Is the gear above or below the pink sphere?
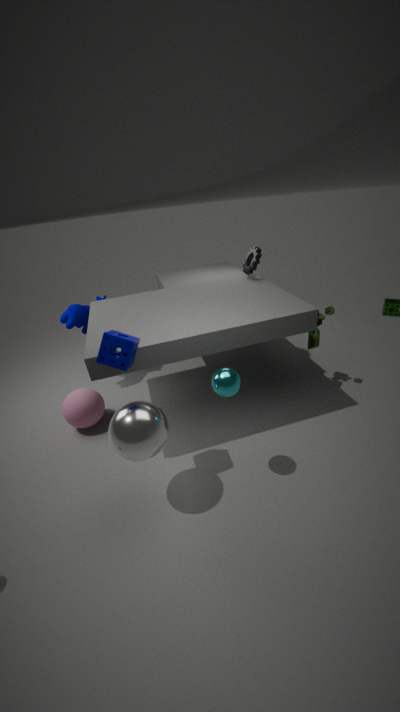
above
